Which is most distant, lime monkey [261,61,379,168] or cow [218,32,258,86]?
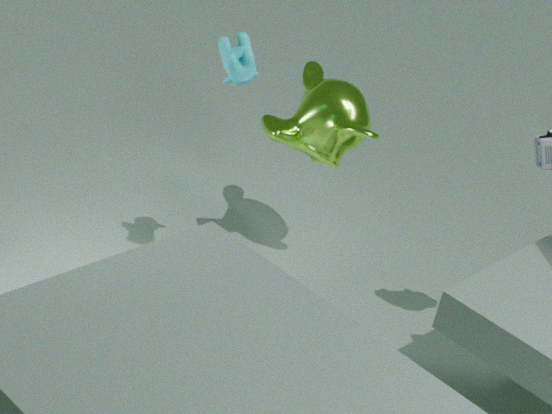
lime monkey [261,61,379,168]
